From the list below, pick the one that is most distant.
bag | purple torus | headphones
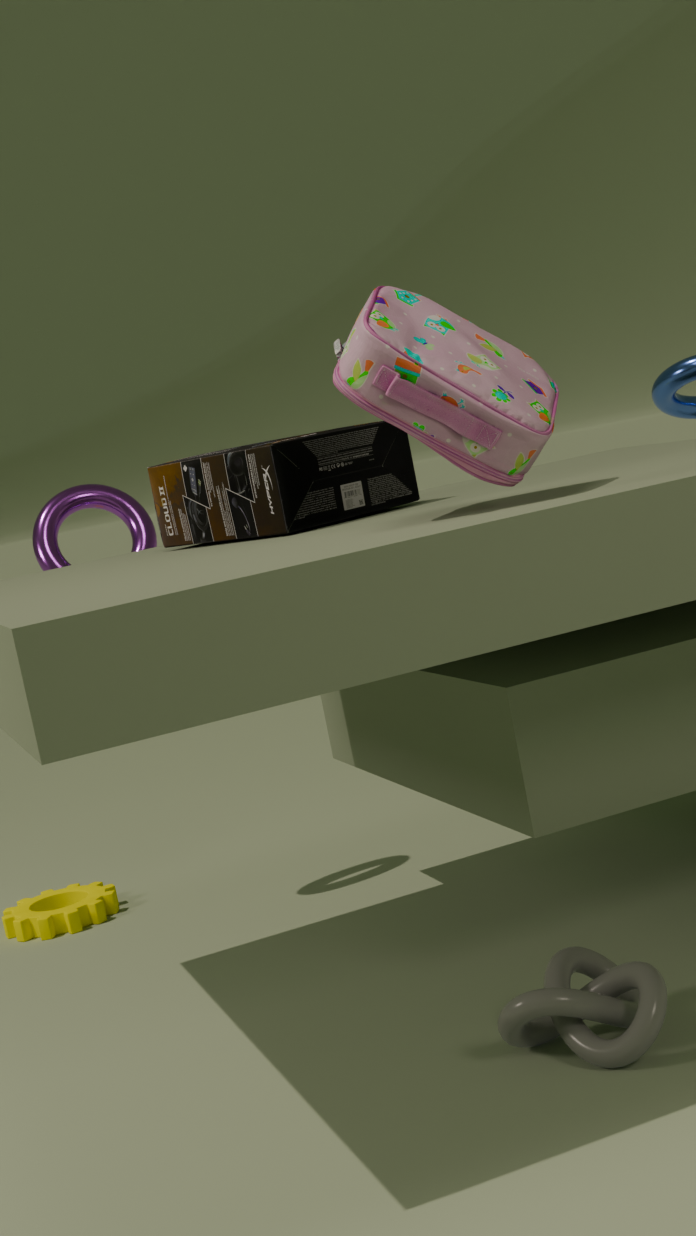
purple torus
